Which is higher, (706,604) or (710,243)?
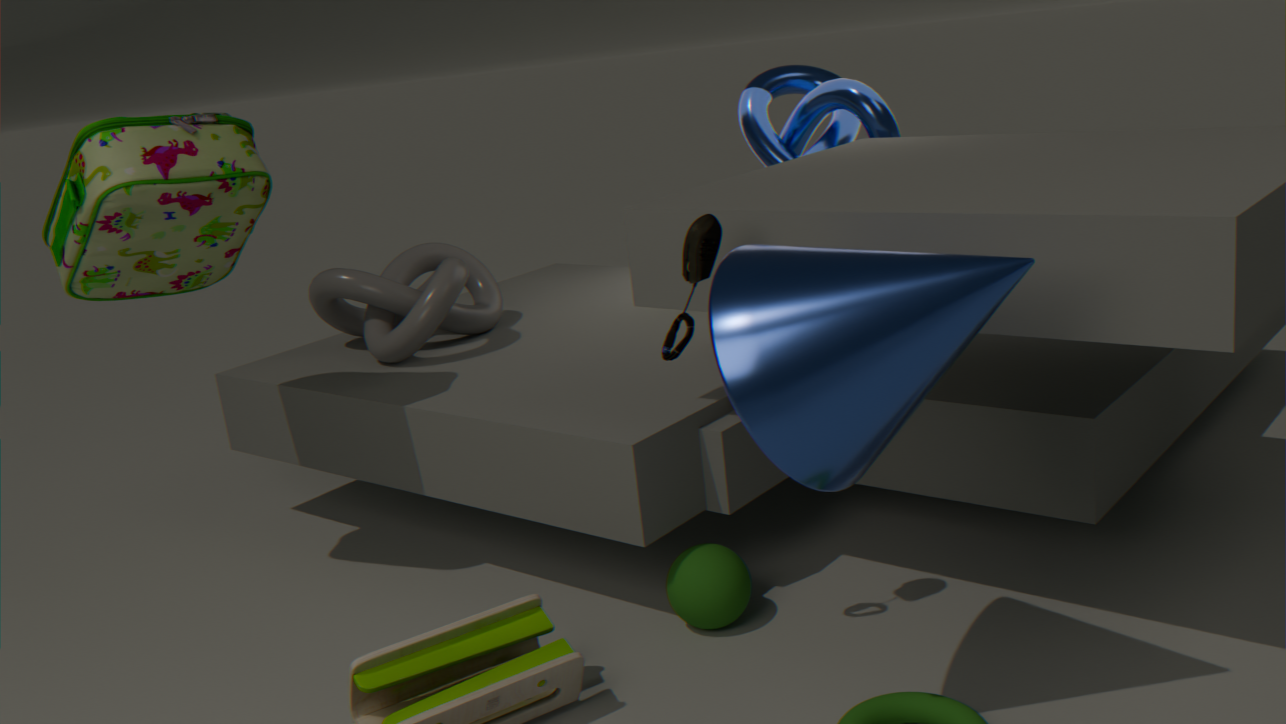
(710,243)
